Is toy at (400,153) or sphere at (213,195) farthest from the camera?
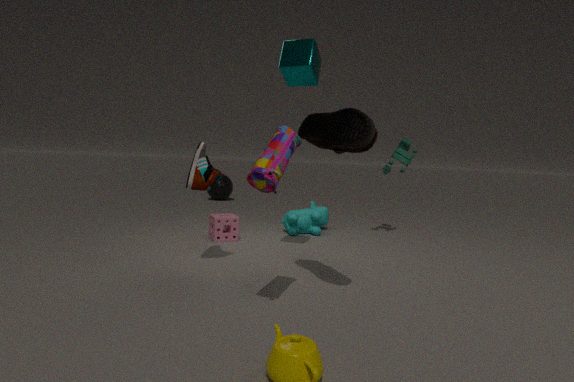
sphere at (213,195)
